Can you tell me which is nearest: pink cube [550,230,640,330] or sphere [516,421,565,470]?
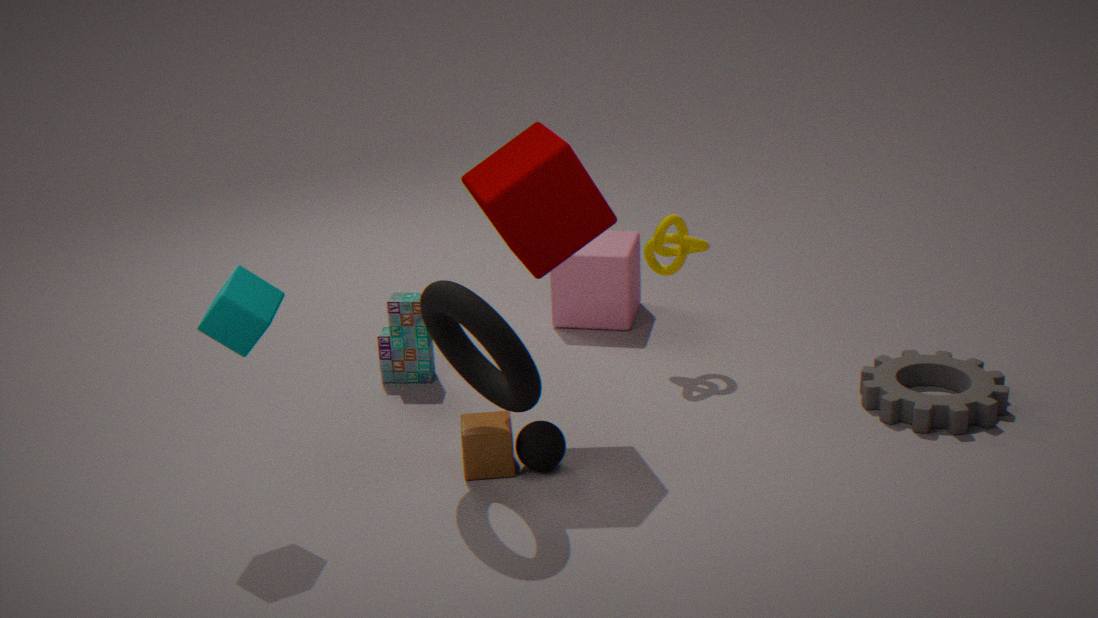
sphere [516,421,565,470]
